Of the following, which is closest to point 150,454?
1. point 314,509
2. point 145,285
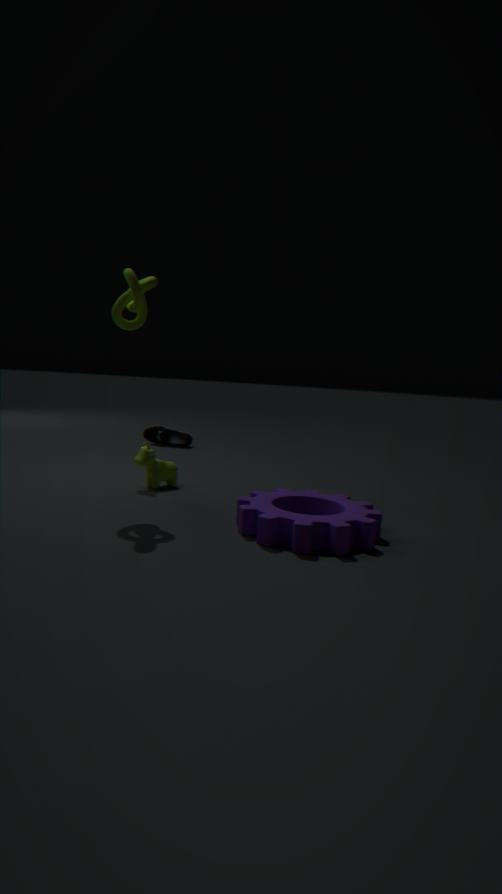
point 145,285
